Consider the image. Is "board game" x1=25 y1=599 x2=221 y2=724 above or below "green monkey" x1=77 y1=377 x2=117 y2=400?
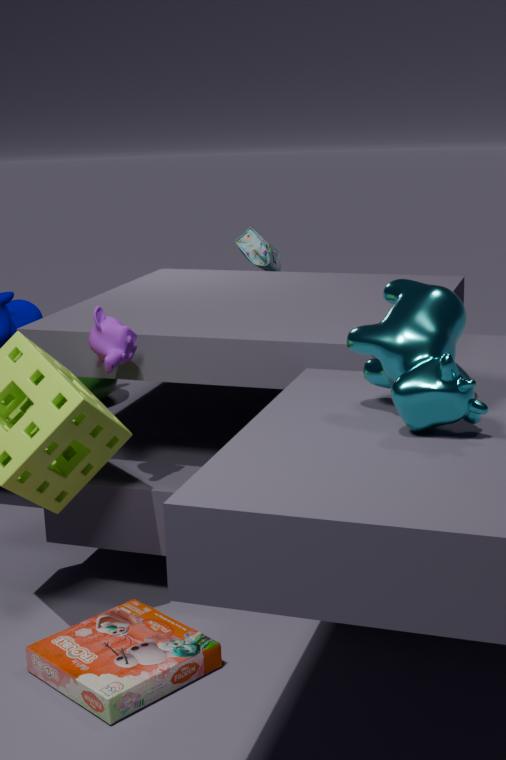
below
